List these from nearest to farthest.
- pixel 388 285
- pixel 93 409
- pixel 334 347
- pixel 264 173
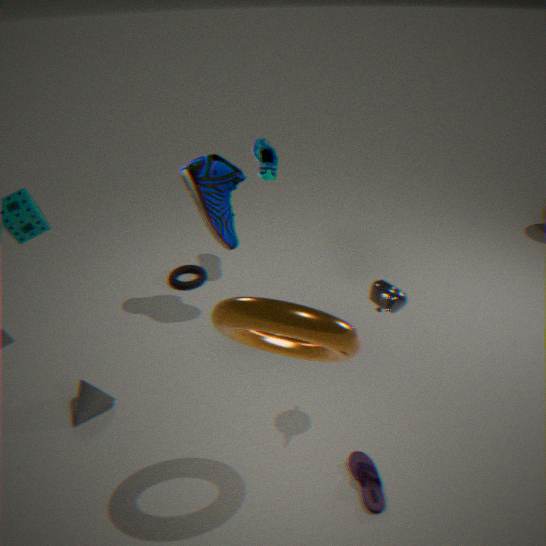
1. pixel 334 347
2. pixel 388 285
3. pixel 93 409
4. pixel 264 173
